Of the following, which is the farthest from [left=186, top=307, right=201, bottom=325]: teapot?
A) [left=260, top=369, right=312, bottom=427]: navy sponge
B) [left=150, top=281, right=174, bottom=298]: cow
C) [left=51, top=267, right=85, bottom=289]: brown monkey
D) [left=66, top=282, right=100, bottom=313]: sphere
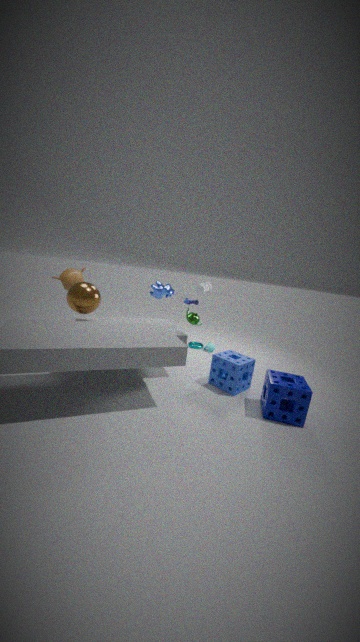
[left=51, top=267, right=85, bottom=289]: brown monkey
